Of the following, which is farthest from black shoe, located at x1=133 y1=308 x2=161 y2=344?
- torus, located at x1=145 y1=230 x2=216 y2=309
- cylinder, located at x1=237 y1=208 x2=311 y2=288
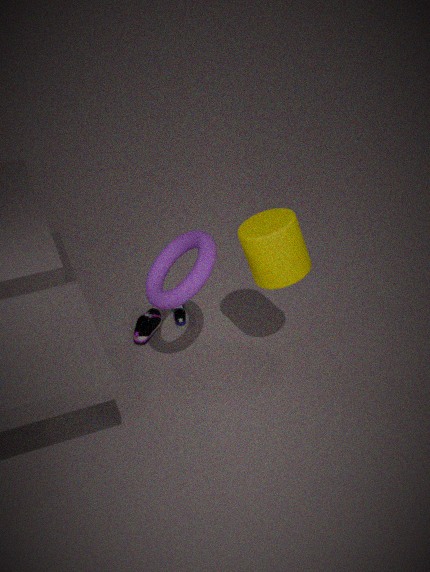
cylinder, located at x1=237 y1=208 x2=311 y2=288
